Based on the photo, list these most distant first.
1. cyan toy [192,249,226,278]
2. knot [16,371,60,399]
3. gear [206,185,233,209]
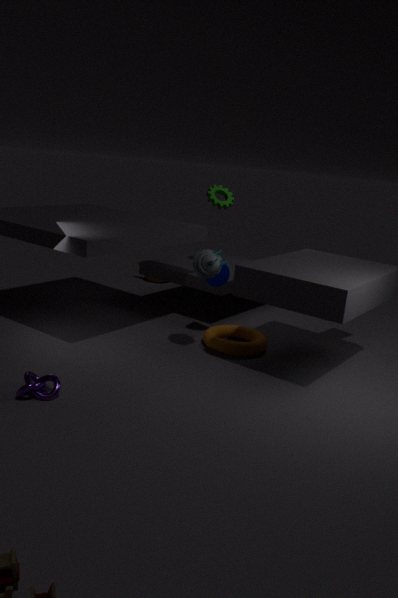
gear [206,185,233,209]
cyan toy [192,249,226,278]
knot [16,371,60,399]
